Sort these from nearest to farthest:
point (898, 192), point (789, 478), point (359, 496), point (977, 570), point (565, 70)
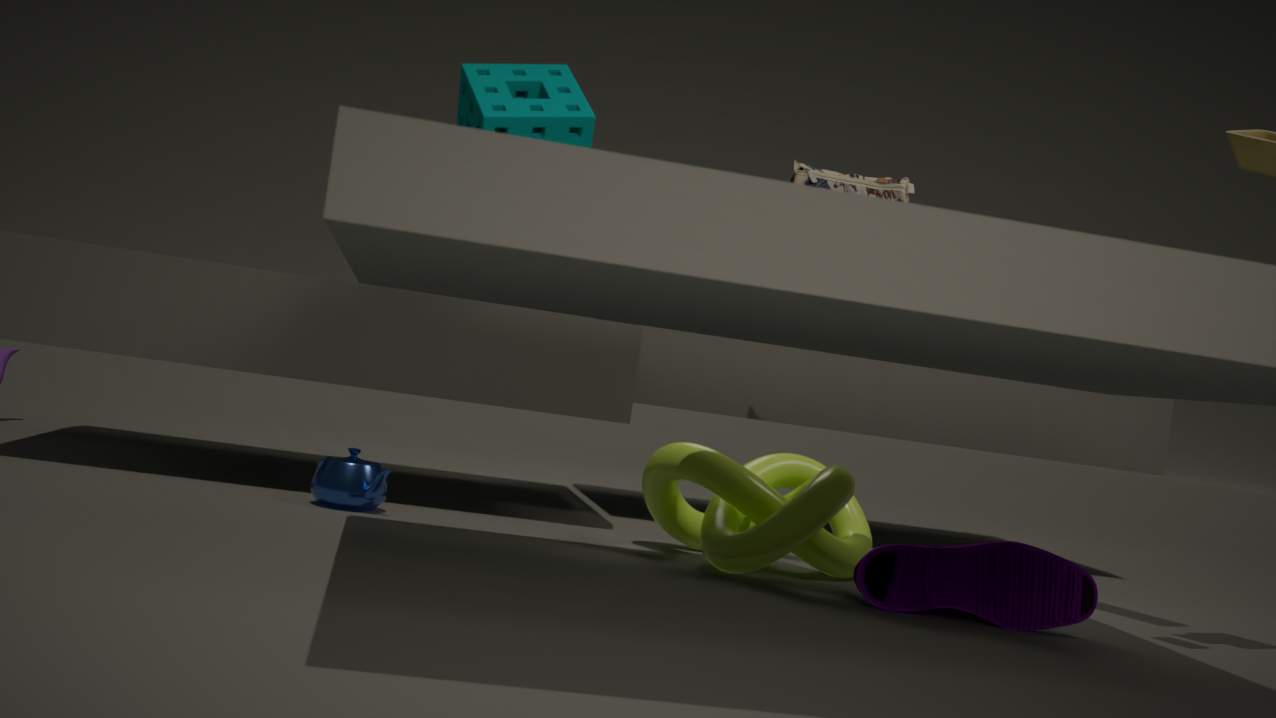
point (565, 70), point (977, 570), point (359, 496), point (789, 478), point (898, 192)
